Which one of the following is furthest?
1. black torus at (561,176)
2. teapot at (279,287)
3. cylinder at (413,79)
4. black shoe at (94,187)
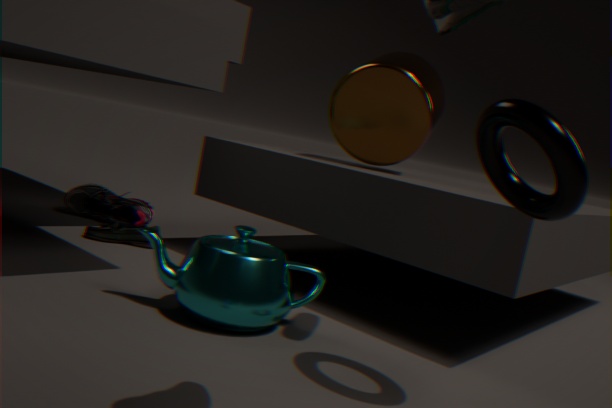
black shoe at (94,187)
